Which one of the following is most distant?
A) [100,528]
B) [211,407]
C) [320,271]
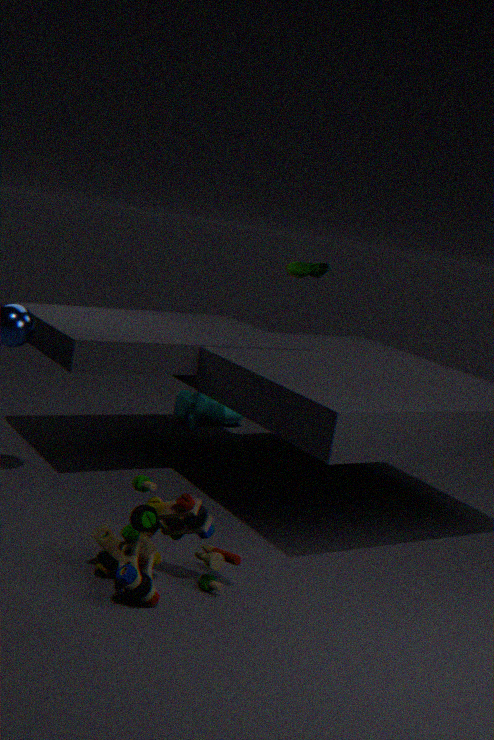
[211,407]
